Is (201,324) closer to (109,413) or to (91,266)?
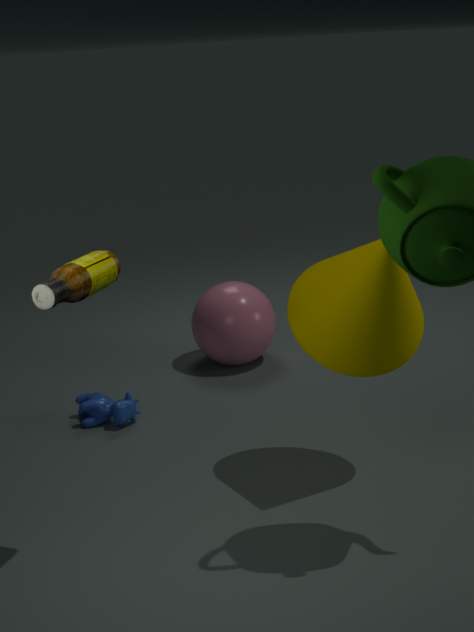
(109,413)
